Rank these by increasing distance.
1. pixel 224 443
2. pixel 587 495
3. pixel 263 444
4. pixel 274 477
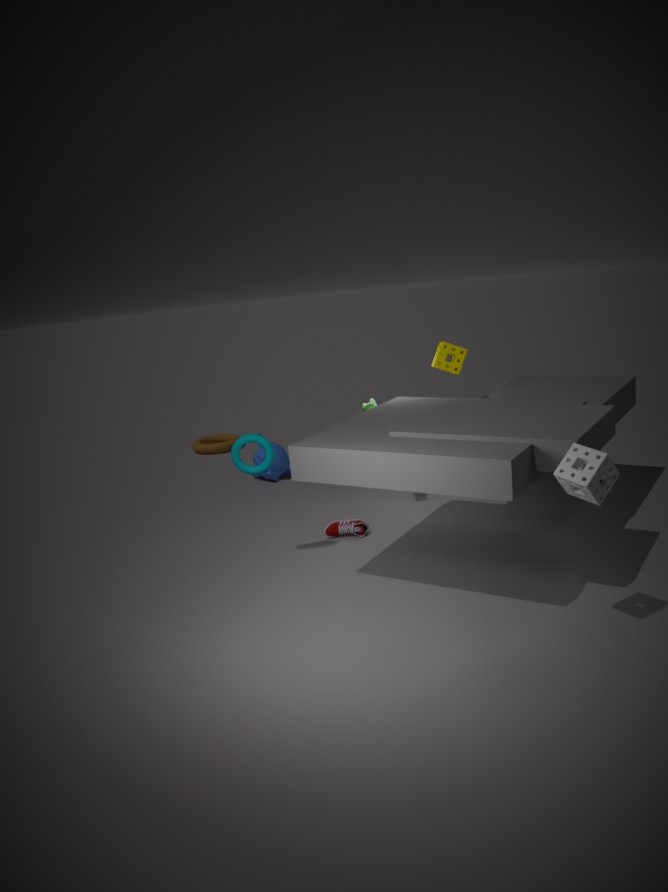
pixel 587 495 → pixel 263 444 → pixel 274 477 → pixel 224 443
